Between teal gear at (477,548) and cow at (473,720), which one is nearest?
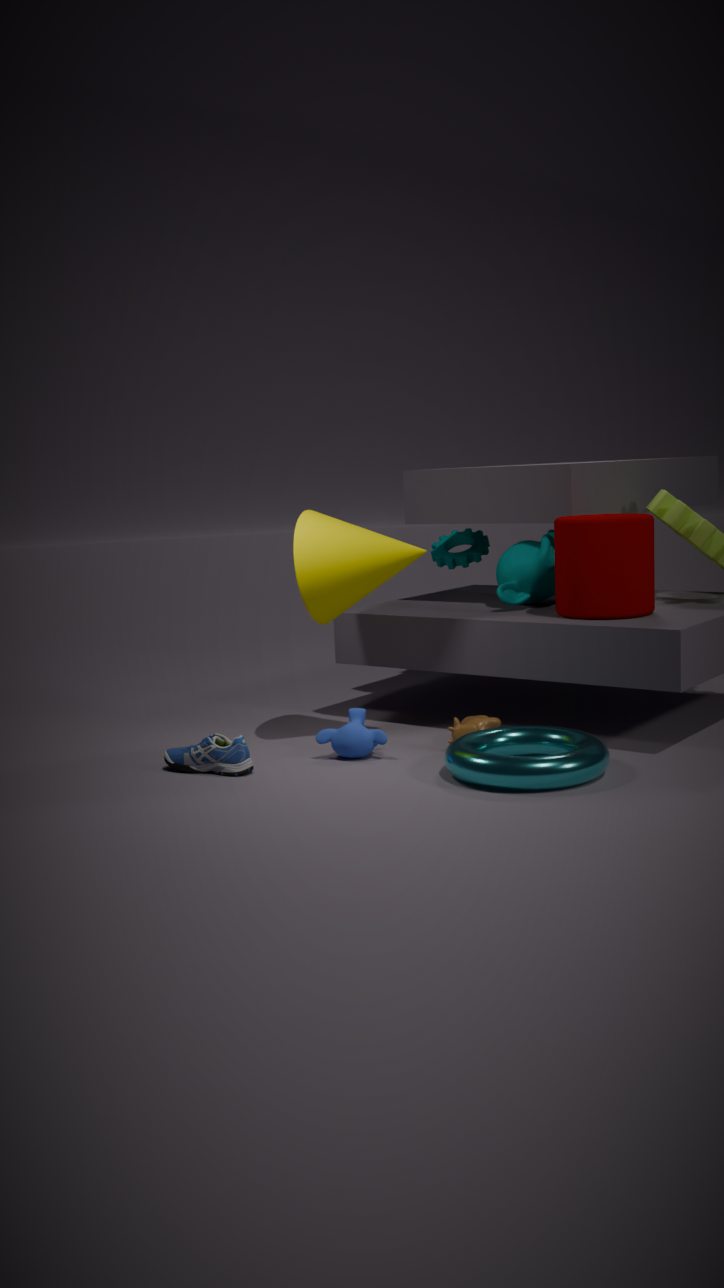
cow at (473,720)
